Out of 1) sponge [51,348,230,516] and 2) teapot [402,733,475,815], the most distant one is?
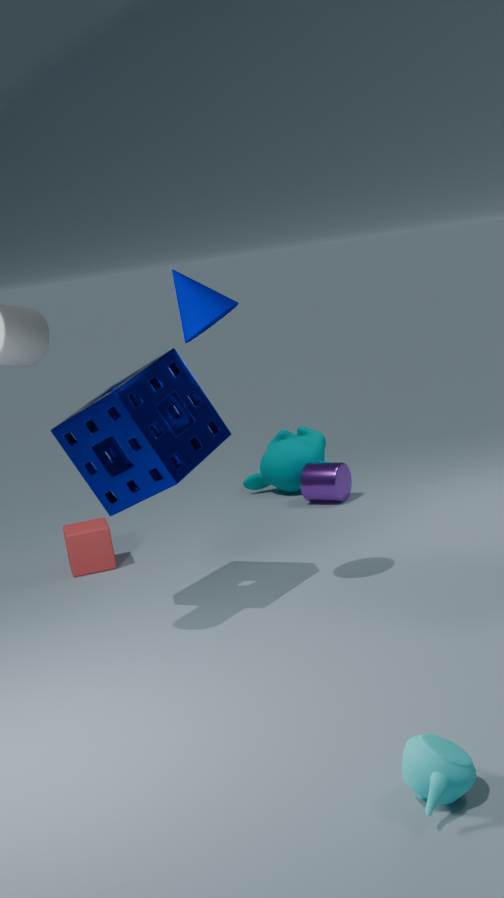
1. sponge [51,348,230,516]
